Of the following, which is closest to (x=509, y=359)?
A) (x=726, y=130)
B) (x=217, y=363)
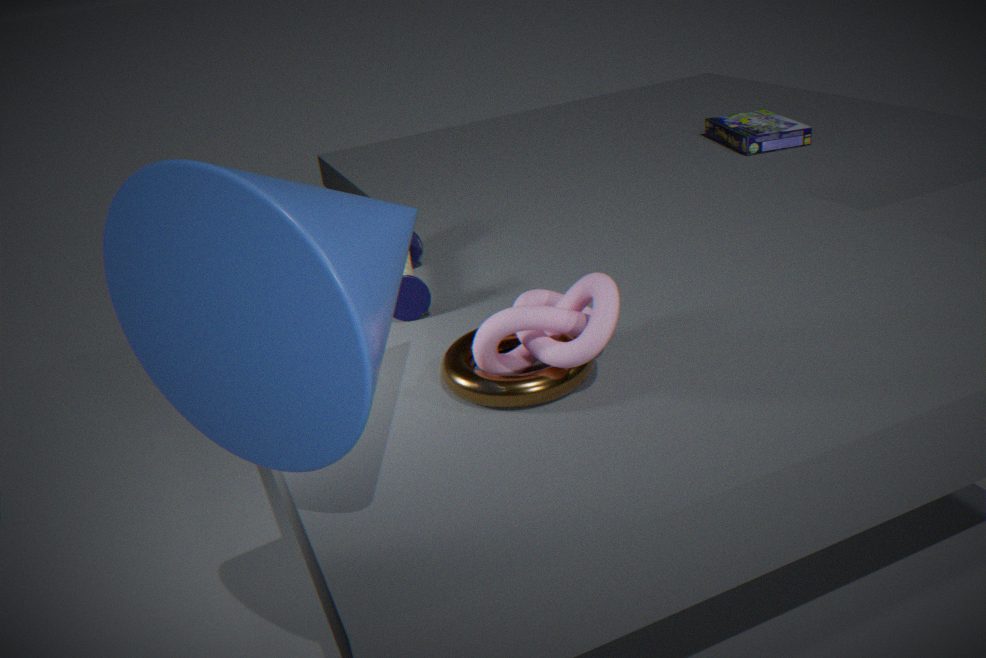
(x=217, y=363)
